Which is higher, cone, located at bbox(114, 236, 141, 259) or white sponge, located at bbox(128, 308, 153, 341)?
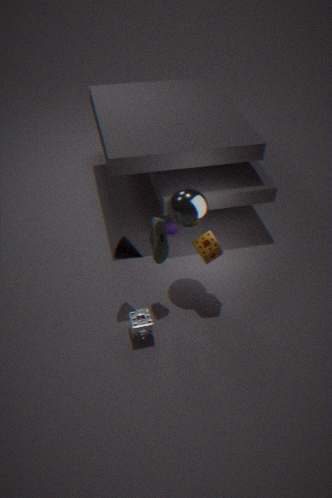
cone, located at bbox(114, 236, 141, 259)
